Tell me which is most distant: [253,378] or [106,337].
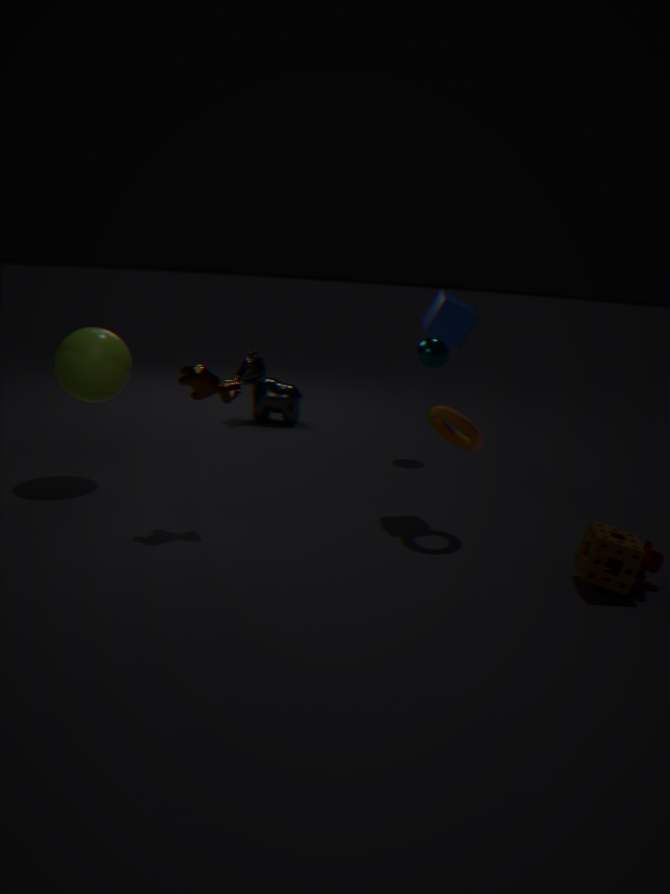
[253,378]
